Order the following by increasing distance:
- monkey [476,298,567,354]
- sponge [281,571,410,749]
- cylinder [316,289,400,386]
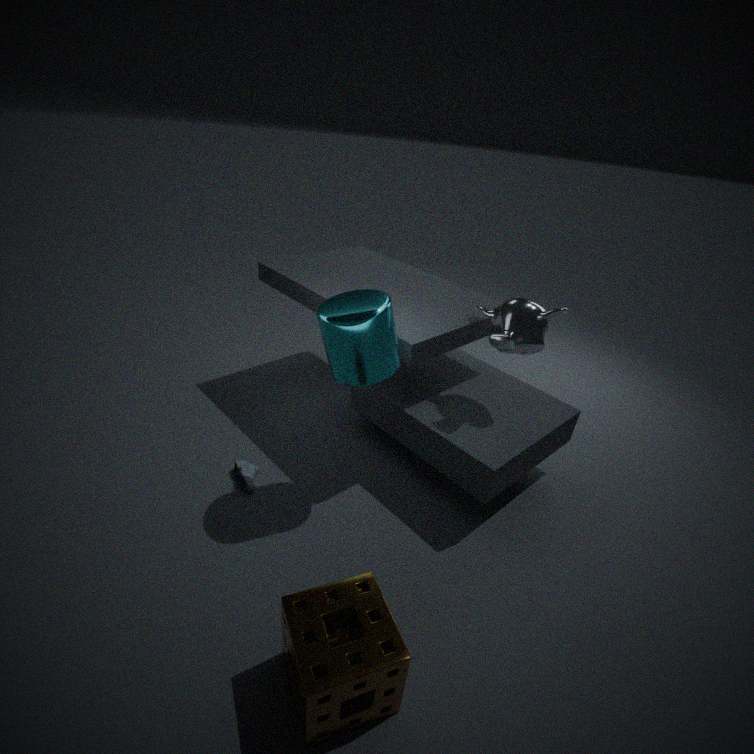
1. sponge [281,571,410,749]
2. cylinder [316,289,400,386]
3. monkey [476,298,567,354]
